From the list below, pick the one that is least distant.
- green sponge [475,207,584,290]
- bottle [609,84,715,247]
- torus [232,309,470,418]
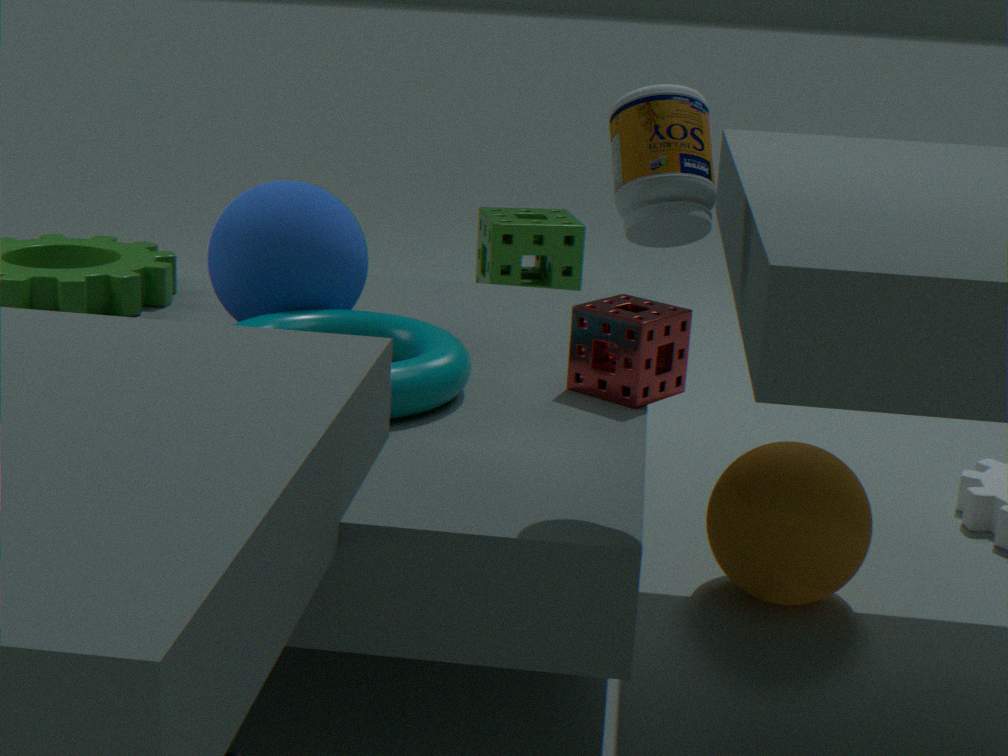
bottle [609,84,715,247]
